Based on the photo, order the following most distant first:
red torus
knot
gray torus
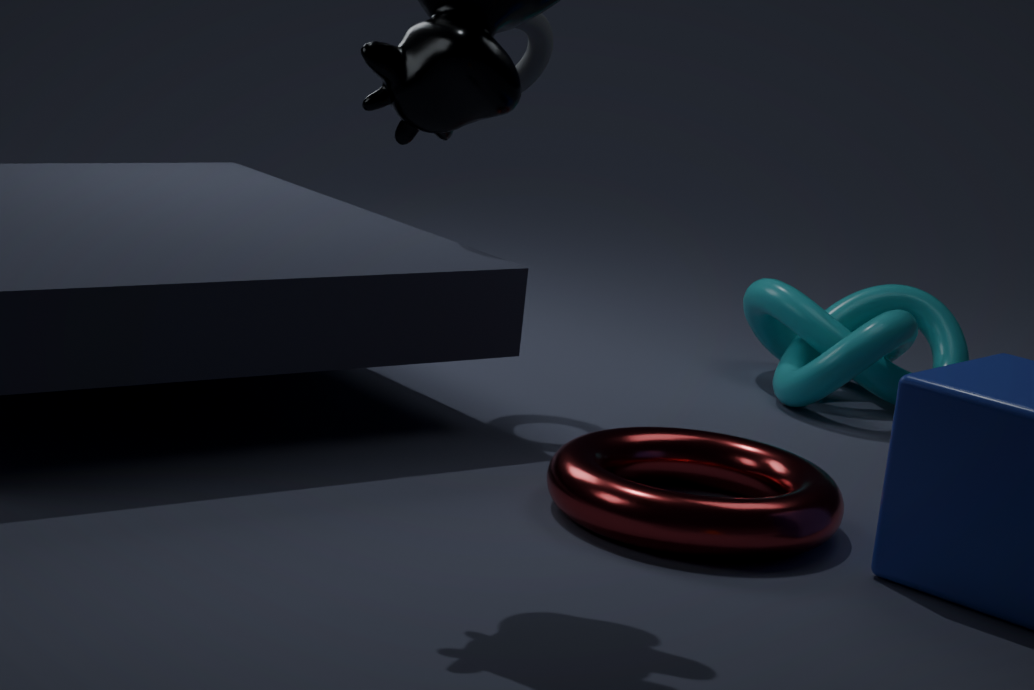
knot → gray torus → red torus
